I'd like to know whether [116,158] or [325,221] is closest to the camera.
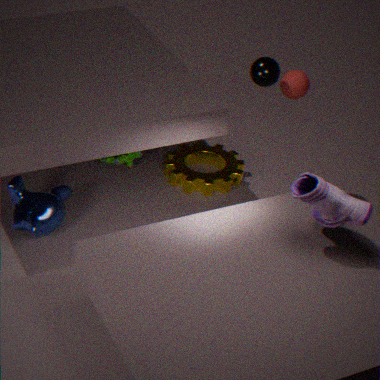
[325,221]
